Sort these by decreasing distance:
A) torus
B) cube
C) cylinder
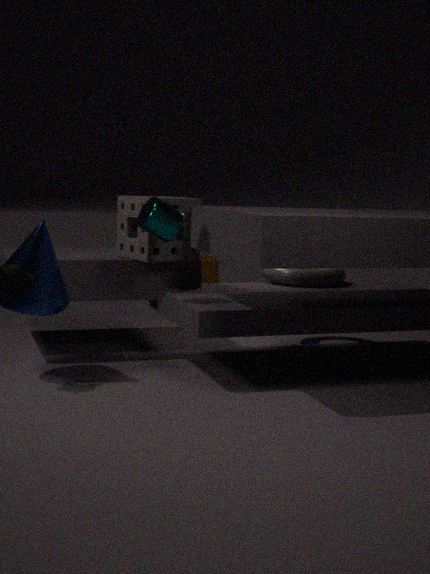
cube, torus, cylinder
